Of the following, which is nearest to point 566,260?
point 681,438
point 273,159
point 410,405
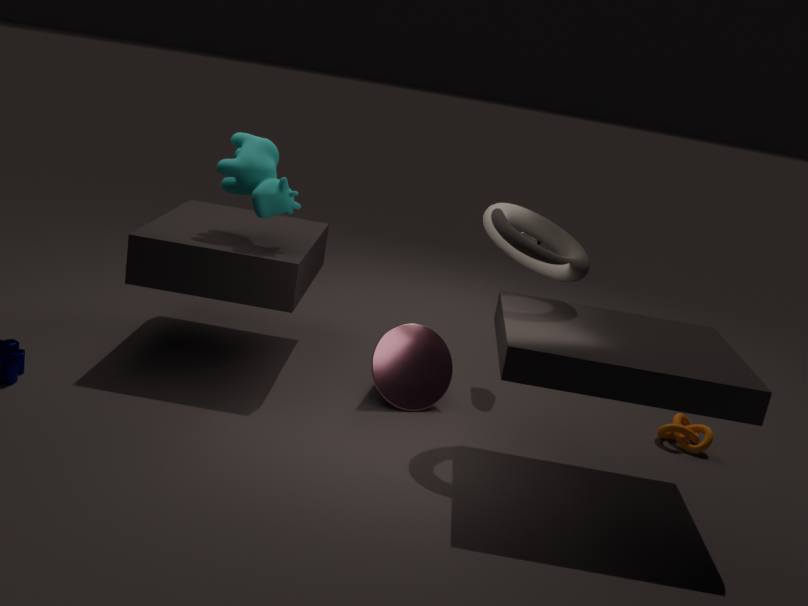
point 410,405
